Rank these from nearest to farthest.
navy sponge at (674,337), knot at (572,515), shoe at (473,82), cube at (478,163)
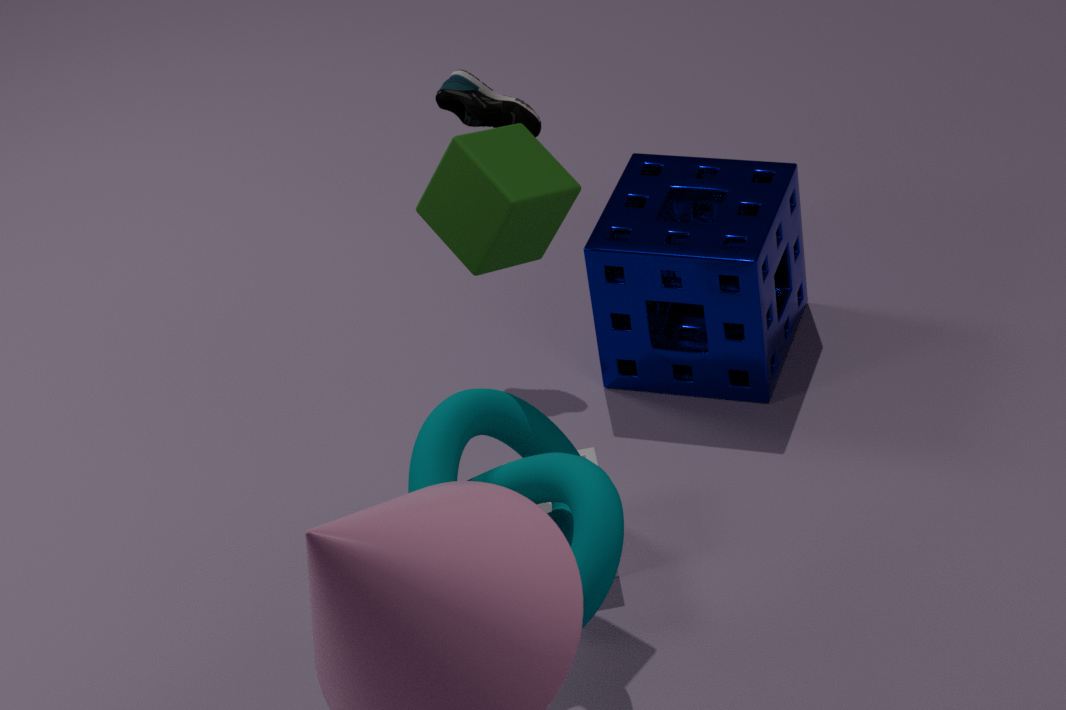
knot at (572,515), cube at (478,163), navy sponge at (674,337), shoe at (473,82)
